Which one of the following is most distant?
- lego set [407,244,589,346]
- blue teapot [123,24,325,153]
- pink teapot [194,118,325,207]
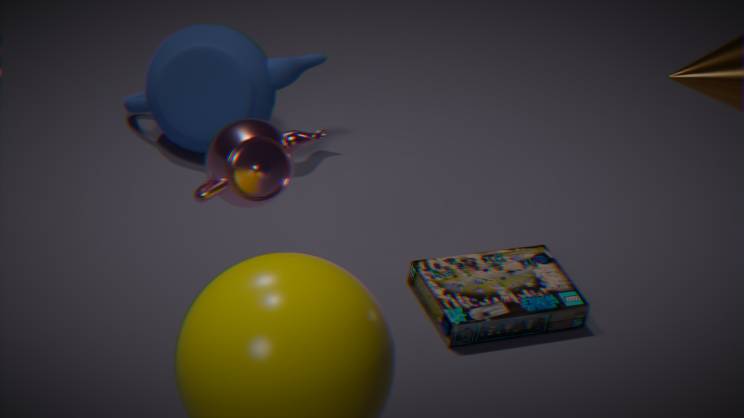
blue teapot [123,24,325,153]
